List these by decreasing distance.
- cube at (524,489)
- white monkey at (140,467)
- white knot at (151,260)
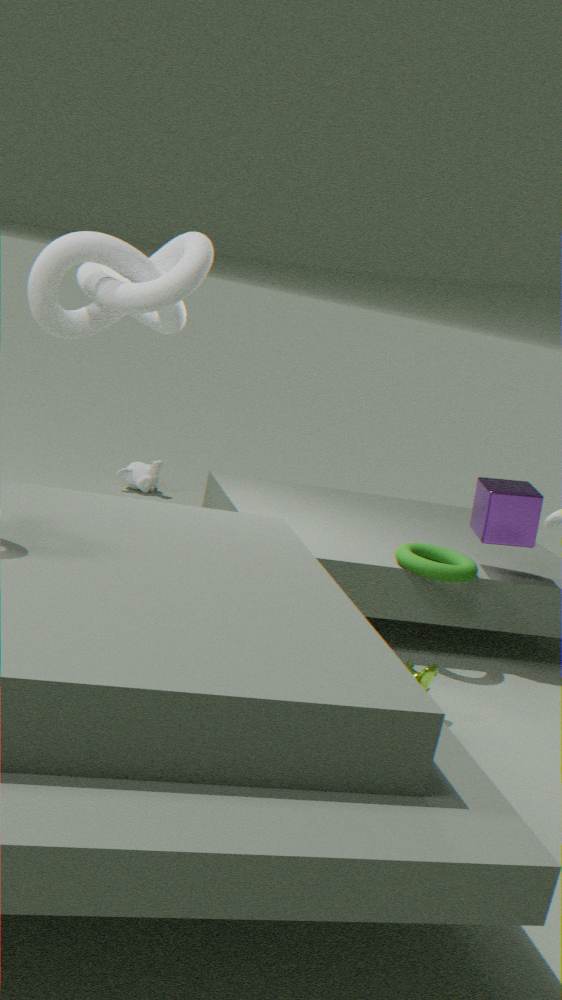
1. white monkey at (140,467)
2. cube at (524,489)
3. white knot at (151,260)
